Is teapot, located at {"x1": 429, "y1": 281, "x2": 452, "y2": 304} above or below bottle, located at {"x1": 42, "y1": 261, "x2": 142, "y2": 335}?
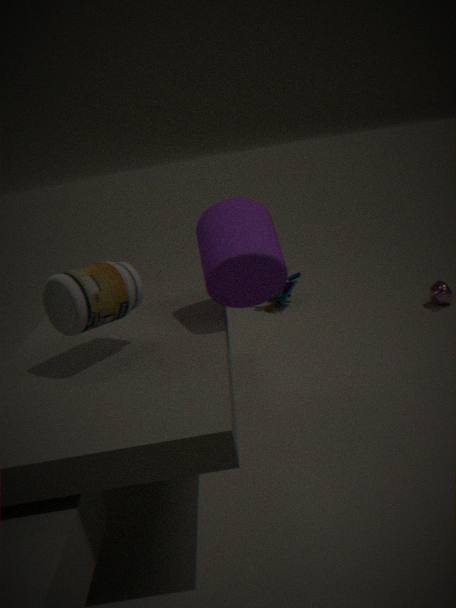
below
